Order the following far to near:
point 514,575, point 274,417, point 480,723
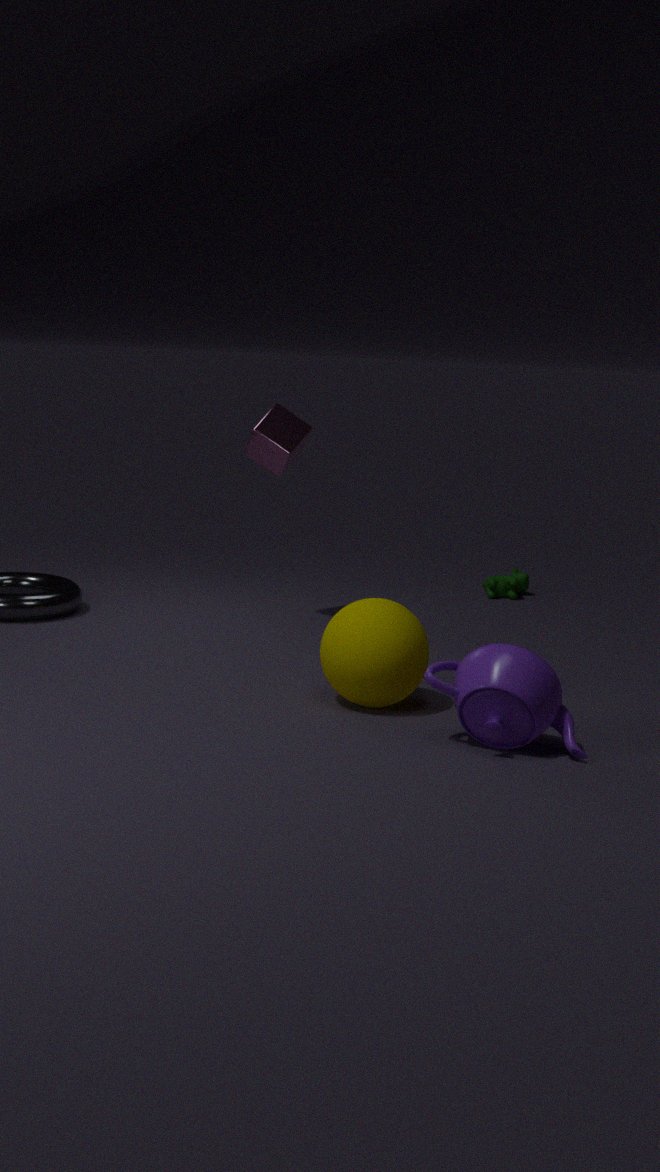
point 514,575
point 274,417
point 480,723
